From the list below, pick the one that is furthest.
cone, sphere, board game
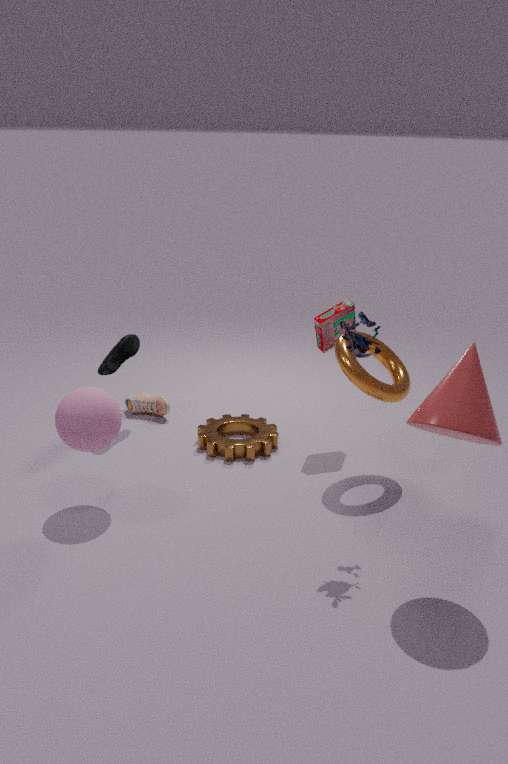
board game
